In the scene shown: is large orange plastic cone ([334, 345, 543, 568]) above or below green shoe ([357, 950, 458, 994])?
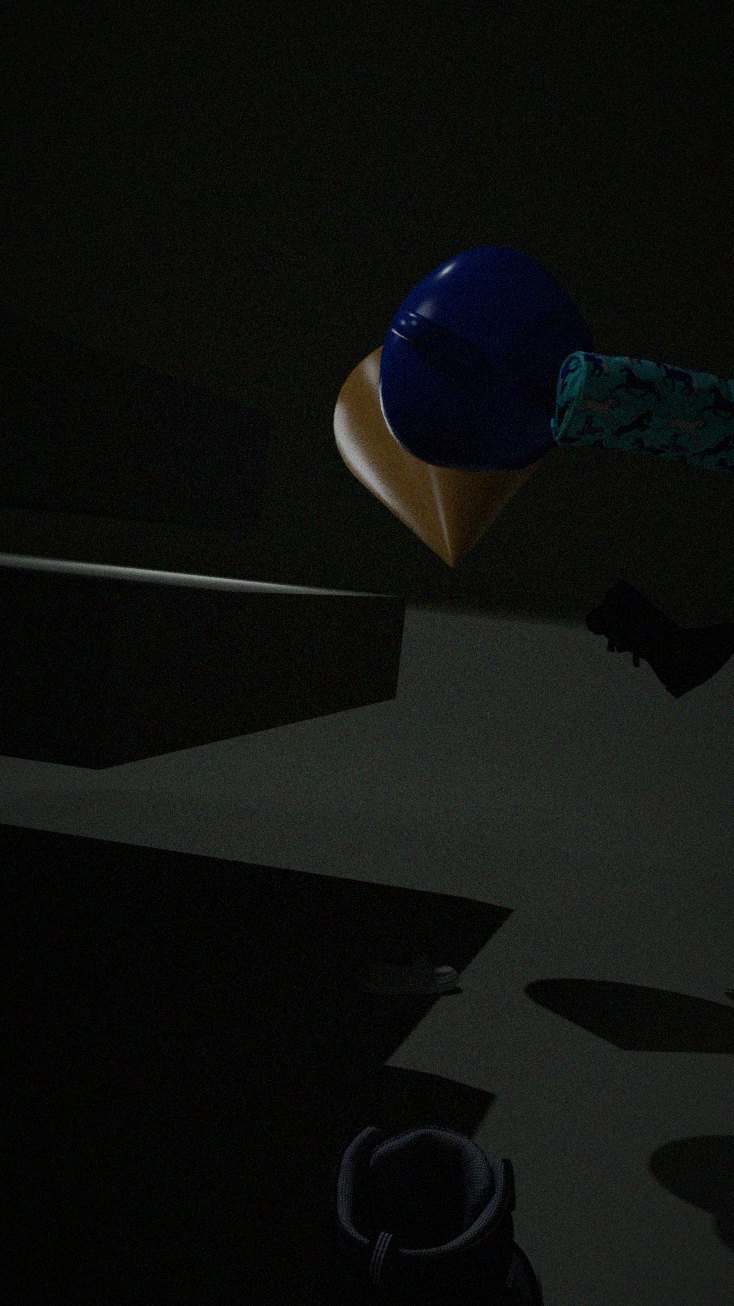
above
